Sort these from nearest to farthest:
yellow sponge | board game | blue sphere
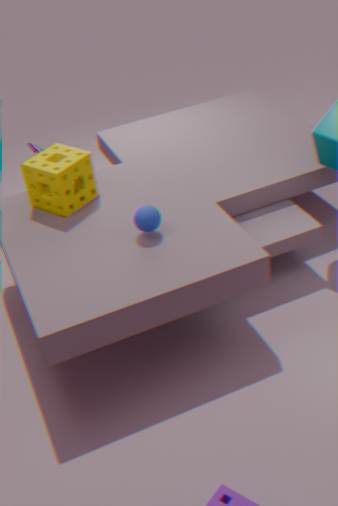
blue sphere
yellow sponge
board game
